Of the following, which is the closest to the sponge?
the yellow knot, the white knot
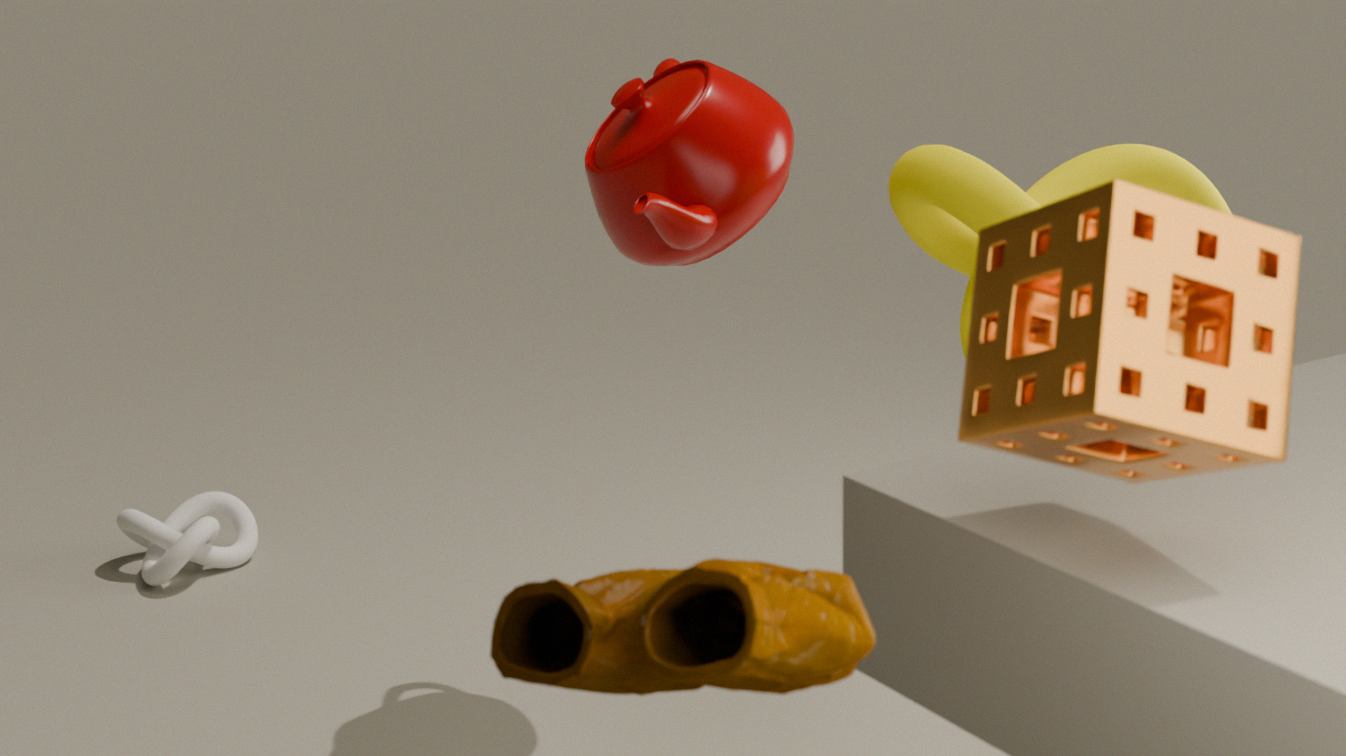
the yellow knot
